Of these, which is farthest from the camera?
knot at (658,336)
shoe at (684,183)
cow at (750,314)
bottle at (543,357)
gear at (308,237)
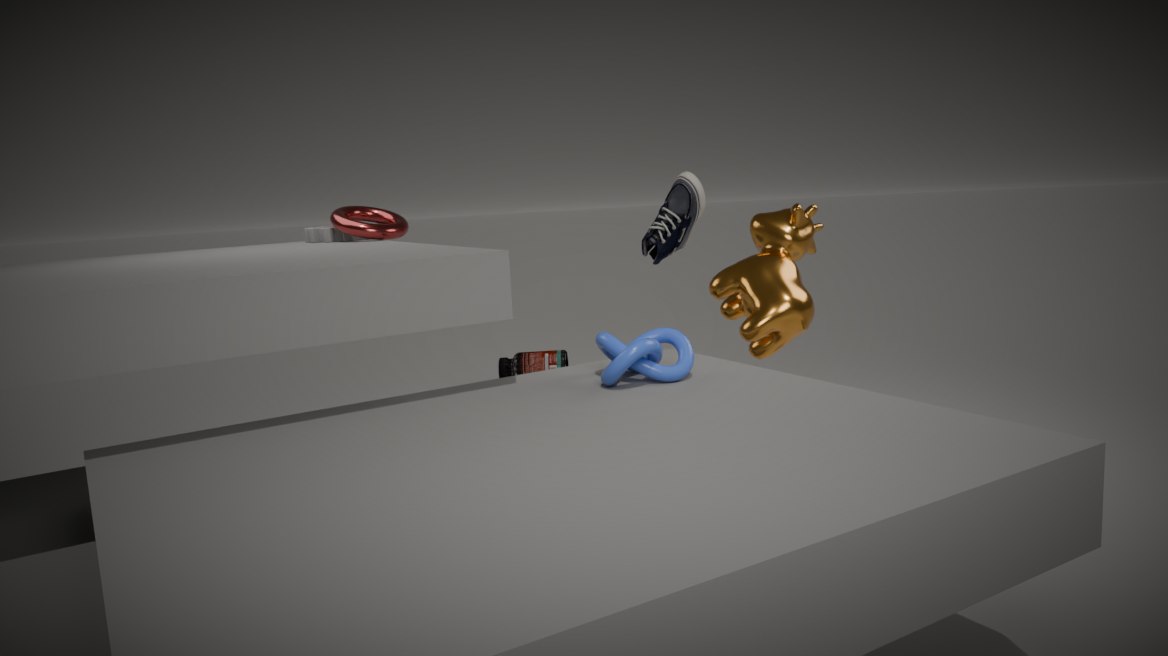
bottle at (543,357)
